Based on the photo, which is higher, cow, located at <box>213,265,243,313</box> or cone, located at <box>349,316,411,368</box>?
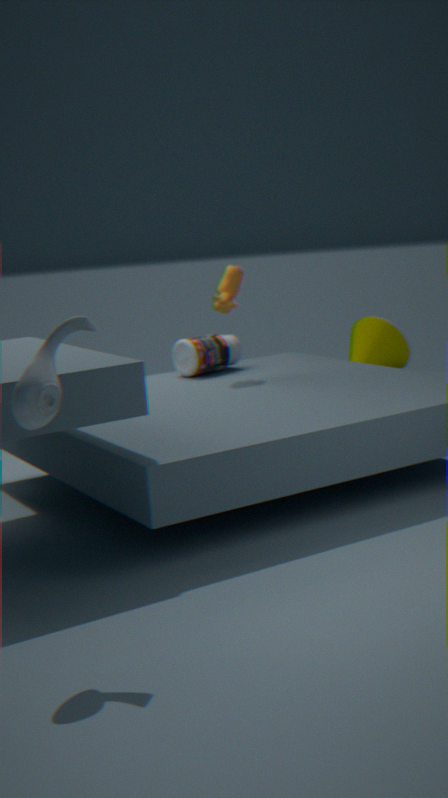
cow, located at <box>213,265,243,313</box>
